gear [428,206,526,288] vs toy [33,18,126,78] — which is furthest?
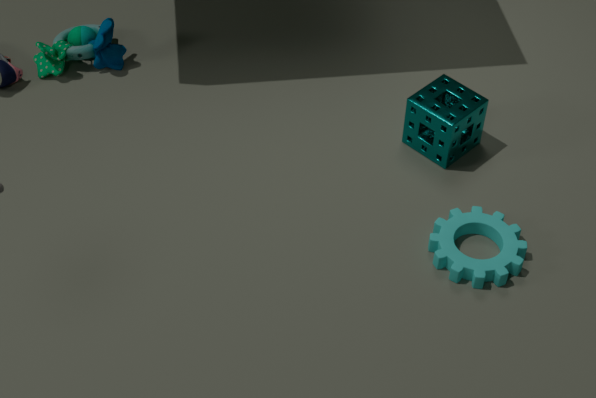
toy [33,18,126,78]
